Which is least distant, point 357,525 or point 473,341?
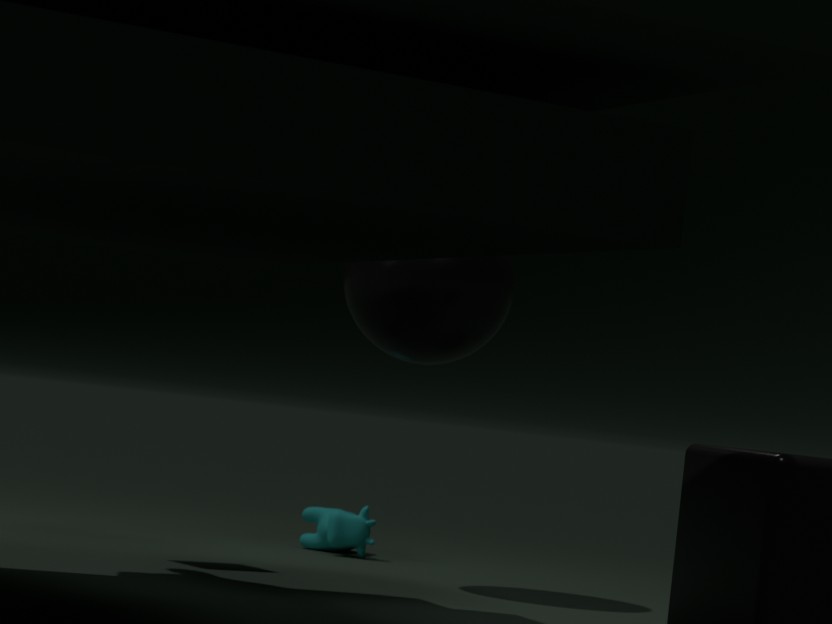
point 473,341
